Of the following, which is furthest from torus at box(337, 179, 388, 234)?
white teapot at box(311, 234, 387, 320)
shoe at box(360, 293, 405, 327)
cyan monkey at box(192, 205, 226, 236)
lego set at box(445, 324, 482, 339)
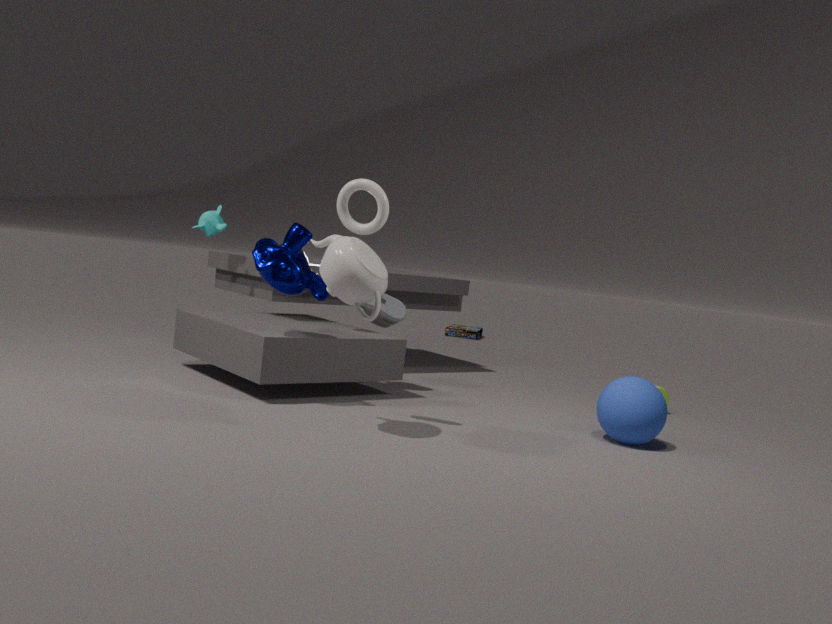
lego set at box(445, 324, 482, 339)
